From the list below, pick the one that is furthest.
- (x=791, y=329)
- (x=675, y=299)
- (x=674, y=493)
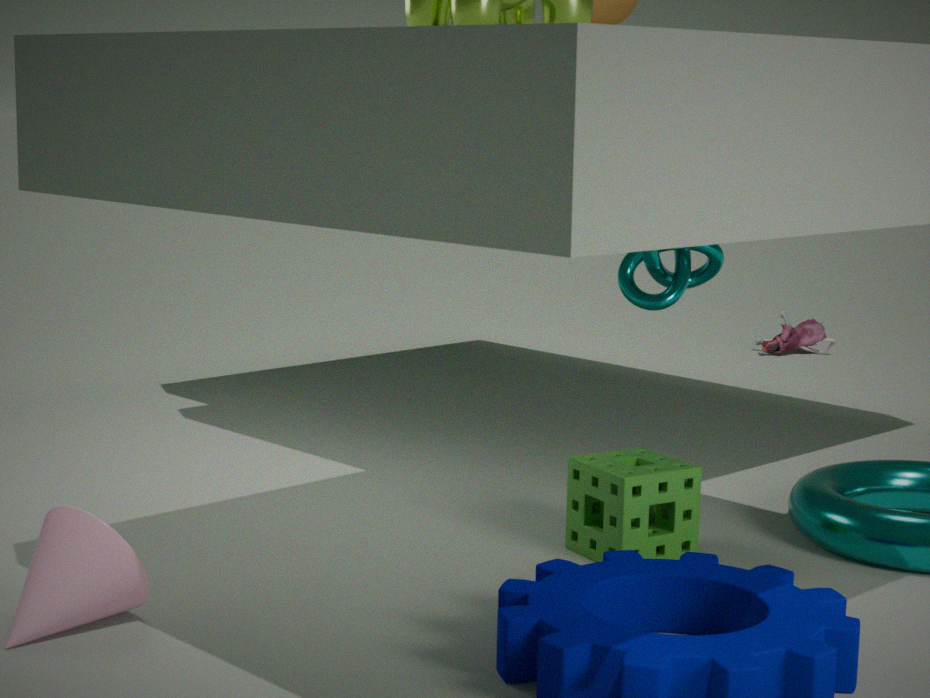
(x=791, y=329)
